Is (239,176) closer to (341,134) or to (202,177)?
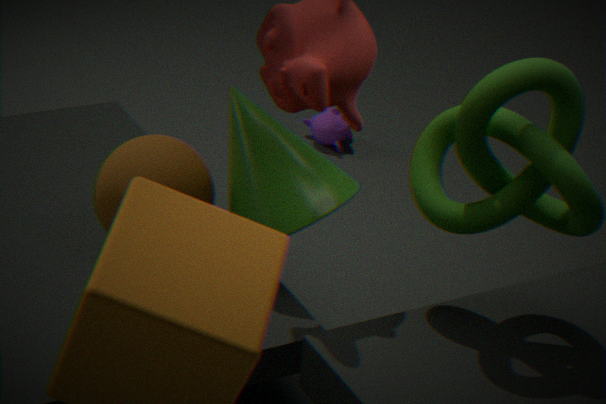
(202,177)
